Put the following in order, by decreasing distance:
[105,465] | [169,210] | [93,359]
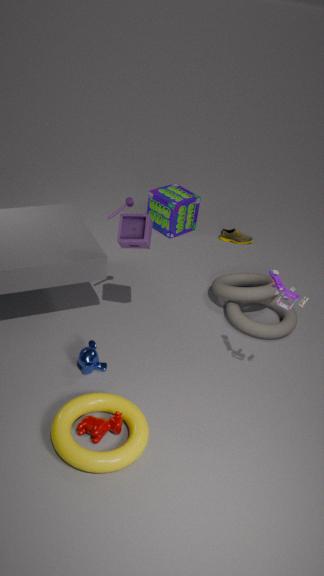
[169,210], [93,359], [105,465]
